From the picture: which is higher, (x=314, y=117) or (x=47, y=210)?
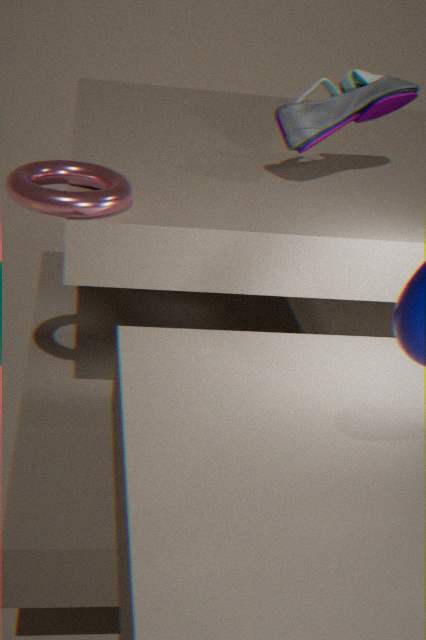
(x=314, y=117)
